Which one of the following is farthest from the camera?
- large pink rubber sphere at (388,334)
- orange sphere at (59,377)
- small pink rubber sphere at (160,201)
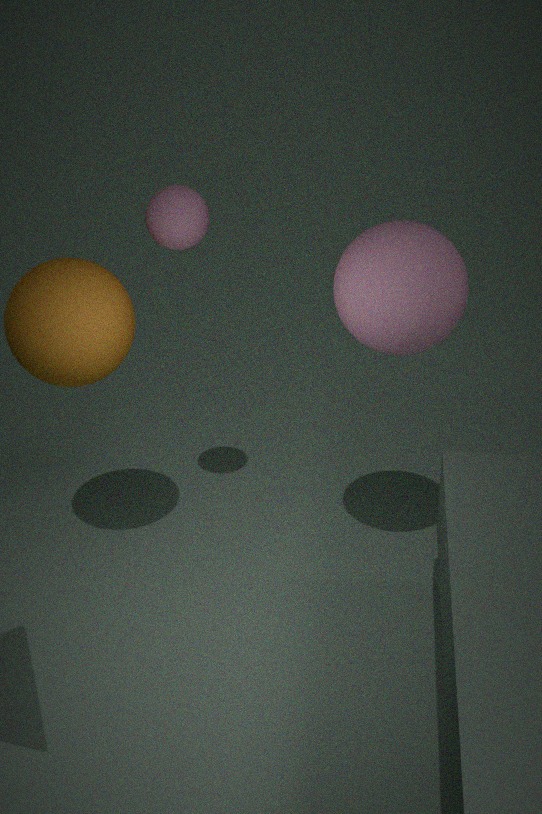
small pink rubber sphere at (160,201)
